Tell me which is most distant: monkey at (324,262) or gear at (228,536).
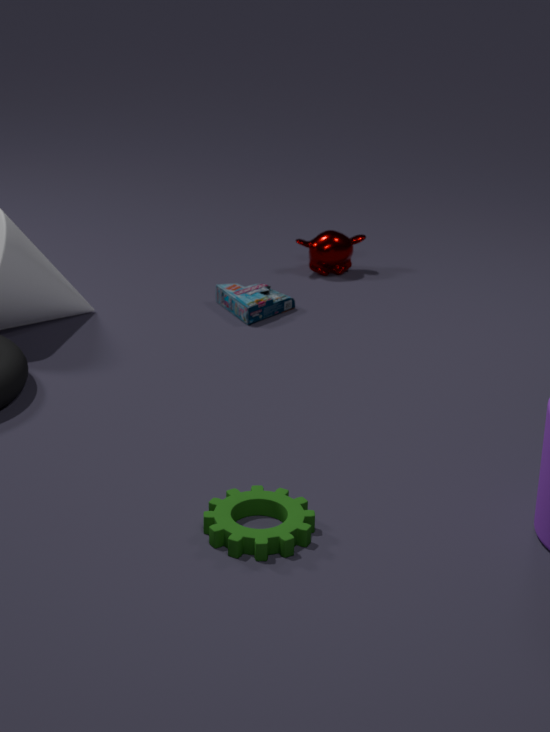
monkey at (324,262)
